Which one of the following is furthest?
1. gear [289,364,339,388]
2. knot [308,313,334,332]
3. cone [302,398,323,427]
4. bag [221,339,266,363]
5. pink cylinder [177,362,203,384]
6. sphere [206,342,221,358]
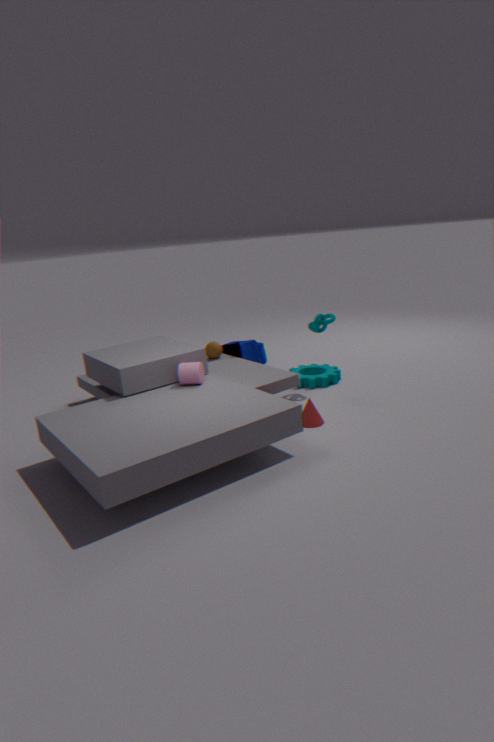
bag [221,339,266,363]
